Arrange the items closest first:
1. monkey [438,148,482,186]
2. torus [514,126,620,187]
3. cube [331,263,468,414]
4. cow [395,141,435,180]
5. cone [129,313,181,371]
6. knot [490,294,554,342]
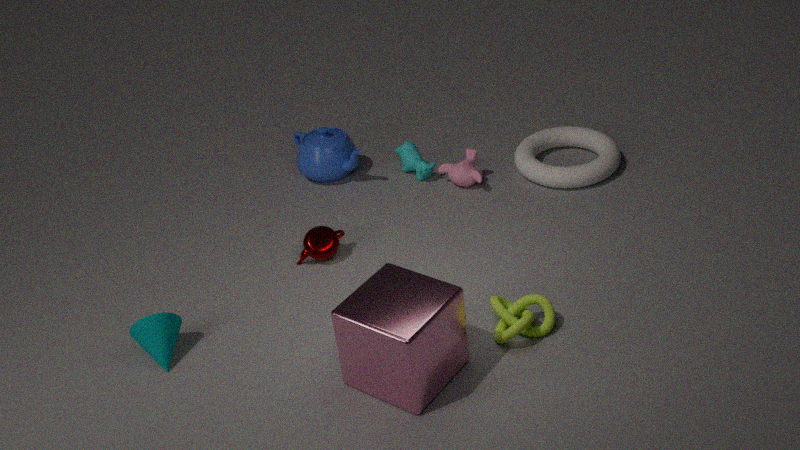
cube [331,263,468,414]
knot [490,294,554,342]
cone [129,313,181,371]
torus [514,126,620,187]
monkey [438,148,482,186]
cow [395,141,435,180]
